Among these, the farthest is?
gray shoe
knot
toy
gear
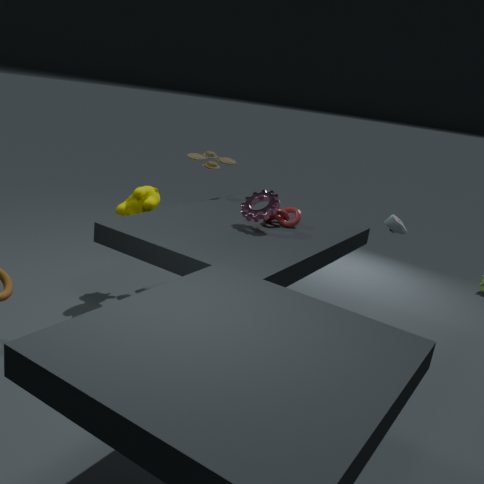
toy
